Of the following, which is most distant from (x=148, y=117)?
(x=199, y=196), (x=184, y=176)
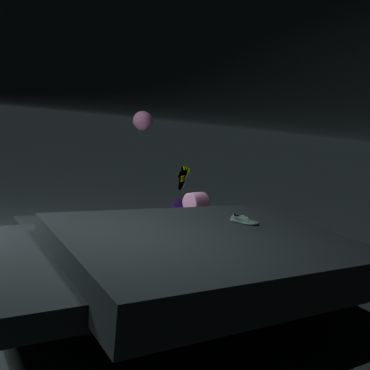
(x=199, y=196)
